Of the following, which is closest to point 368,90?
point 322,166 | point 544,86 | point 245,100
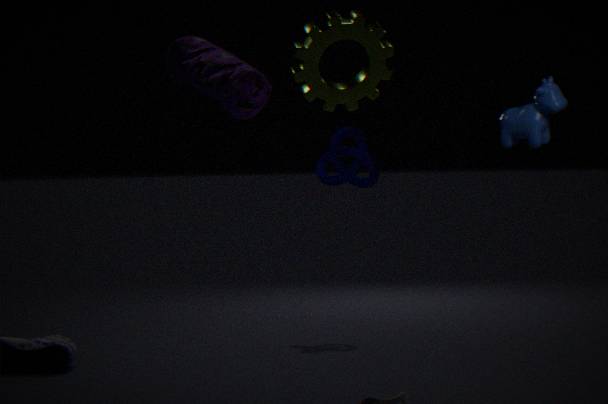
point 245,100
